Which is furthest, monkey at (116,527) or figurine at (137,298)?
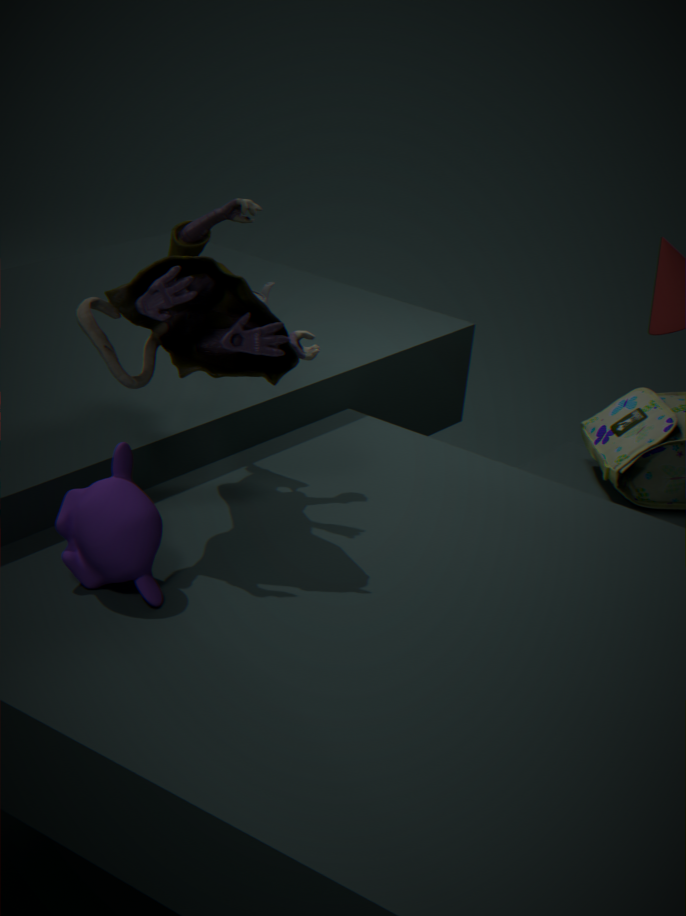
figurine at (137,298)
